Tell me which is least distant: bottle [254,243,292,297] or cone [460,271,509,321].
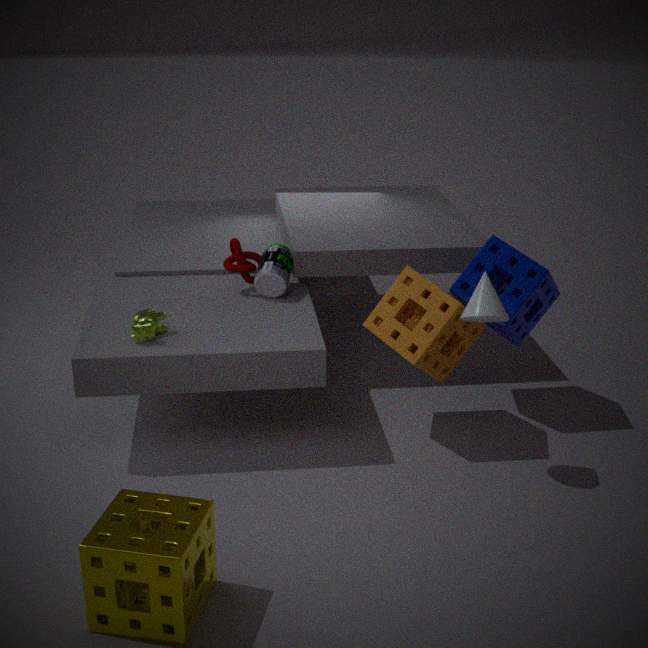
cone [460,271,509,321]
